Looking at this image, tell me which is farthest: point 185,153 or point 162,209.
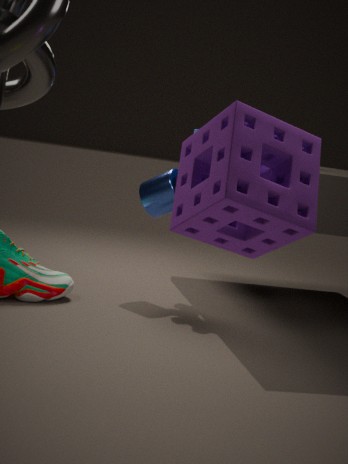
point 162,209
